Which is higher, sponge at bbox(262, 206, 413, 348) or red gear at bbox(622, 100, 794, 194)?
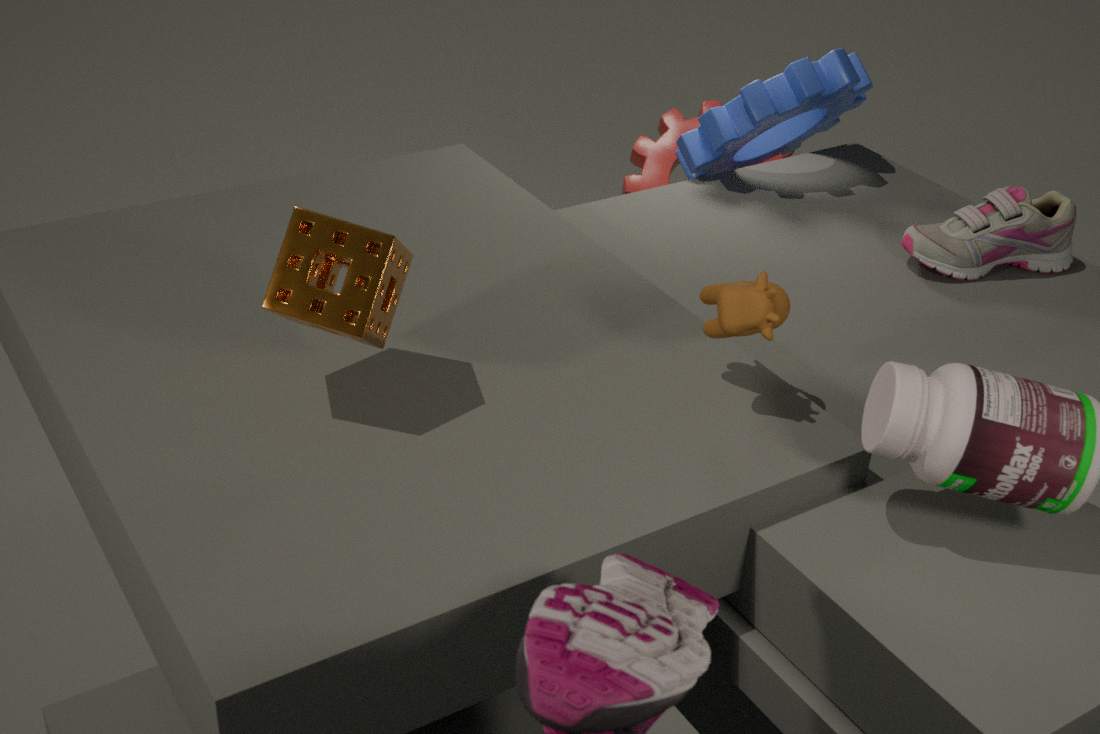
sponge at bbox(262, 206, 413, 348)
